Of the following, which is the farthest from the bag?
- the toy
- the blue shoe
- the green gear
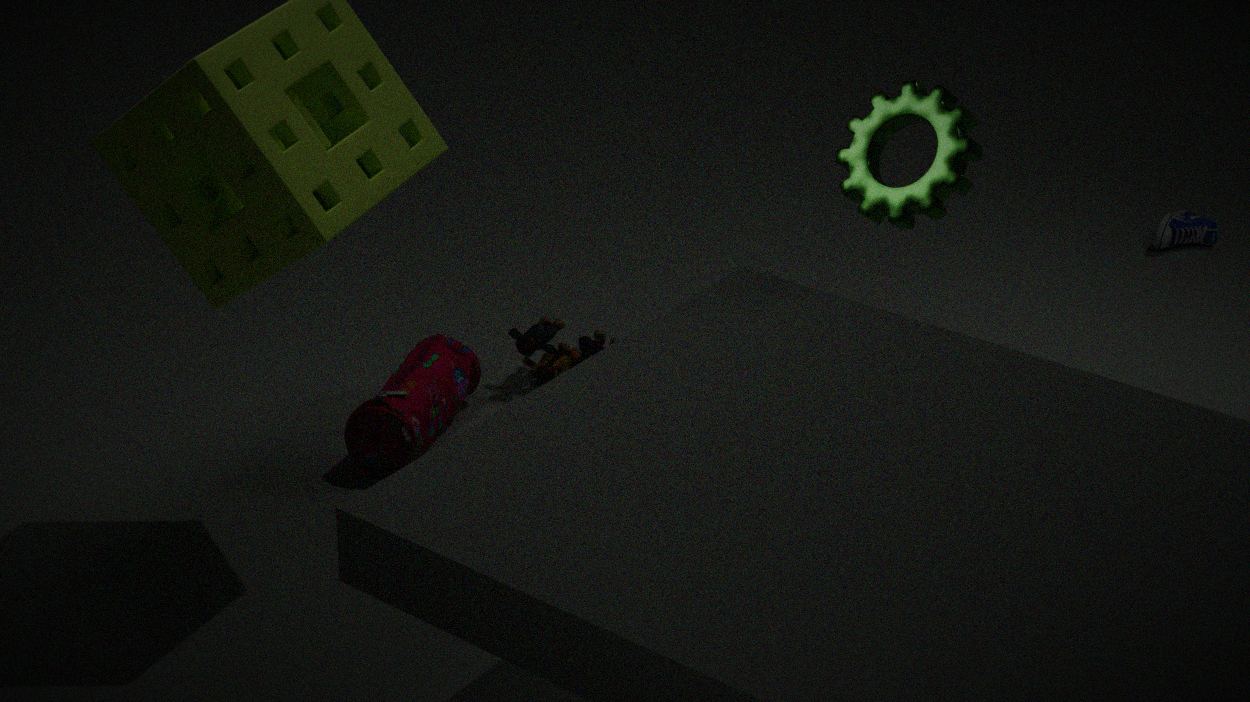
the blue shoe
